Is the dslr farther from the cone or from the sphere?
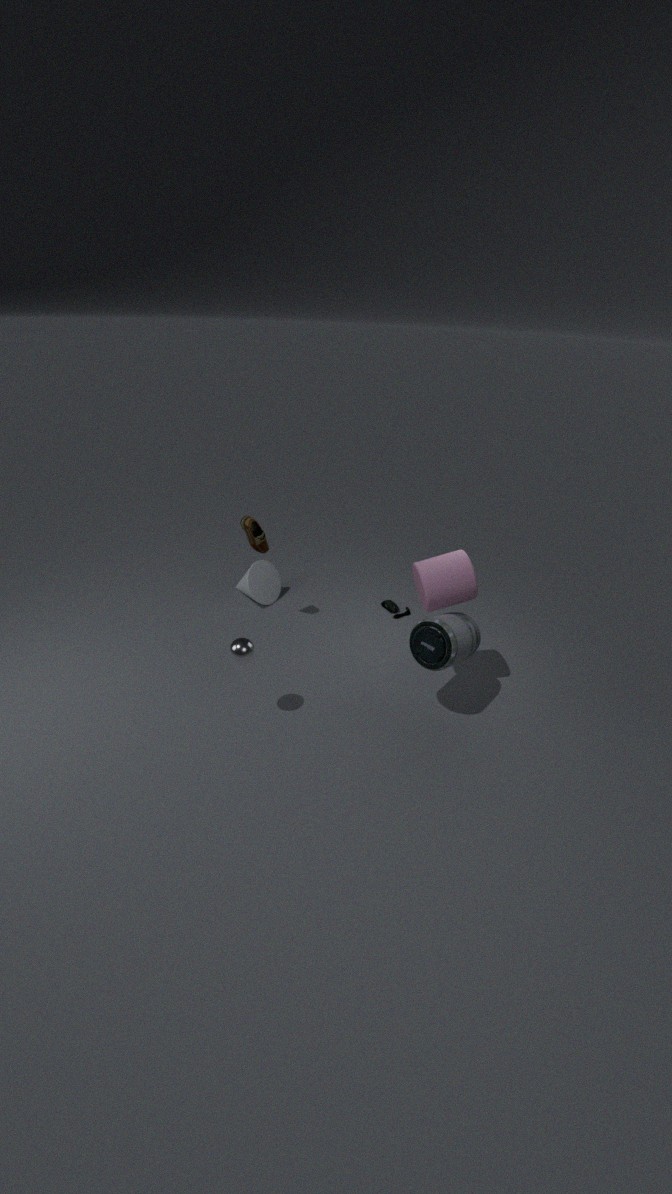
the cone
